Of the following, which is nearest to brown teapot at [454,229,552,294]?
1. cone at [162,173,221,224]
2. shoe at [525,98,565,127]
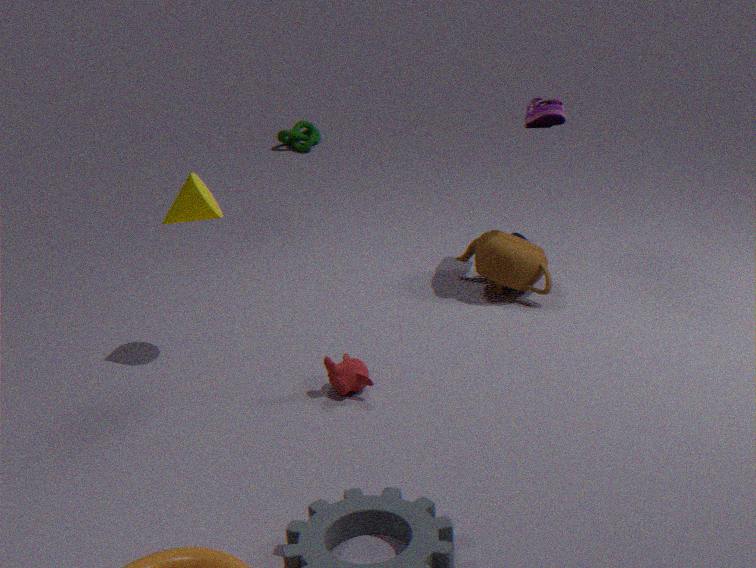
shoe at [525,98,565,127]
